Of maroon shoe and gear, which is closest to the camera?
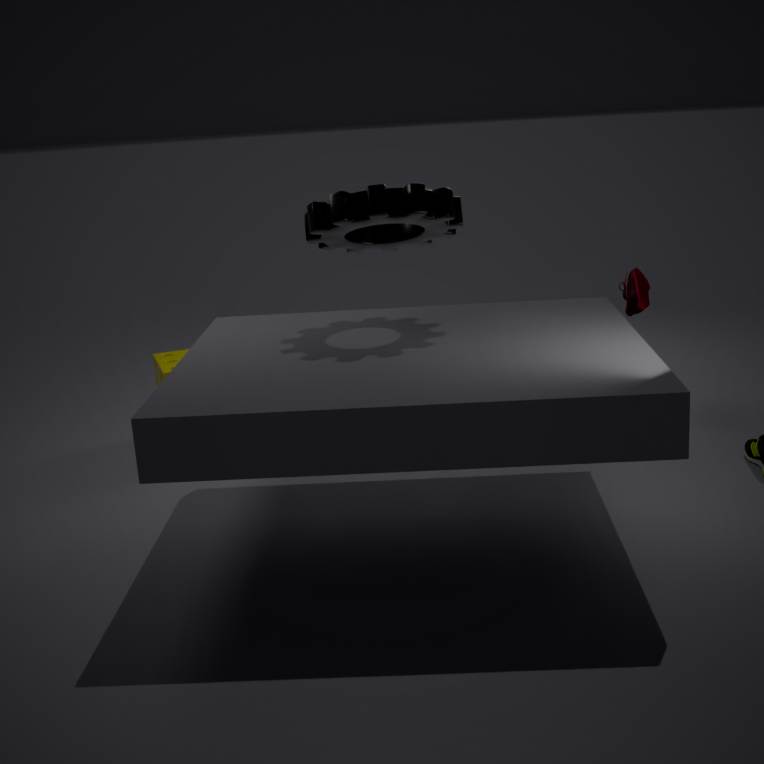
gear
